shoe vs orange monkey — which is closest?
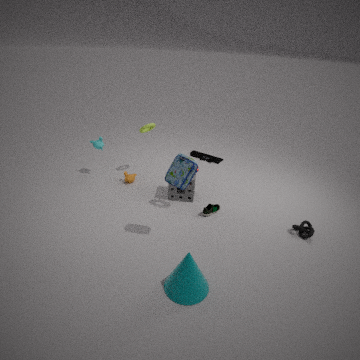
shoe
